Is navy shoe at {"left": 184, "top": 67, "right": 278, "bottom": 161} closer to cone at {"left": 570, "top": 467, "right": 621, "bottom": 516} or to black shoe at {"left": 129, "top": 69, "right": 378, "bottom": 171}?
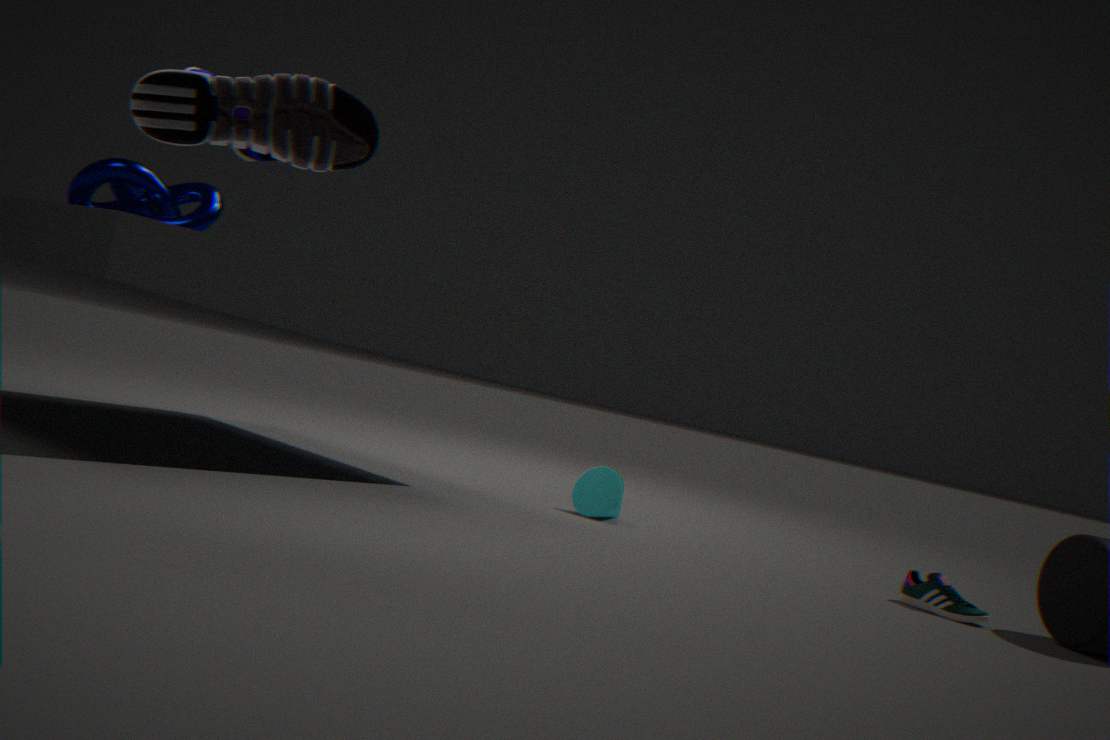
black shoe at {"left": 129, "top": 69, "right": 378, "bottom": 171}
